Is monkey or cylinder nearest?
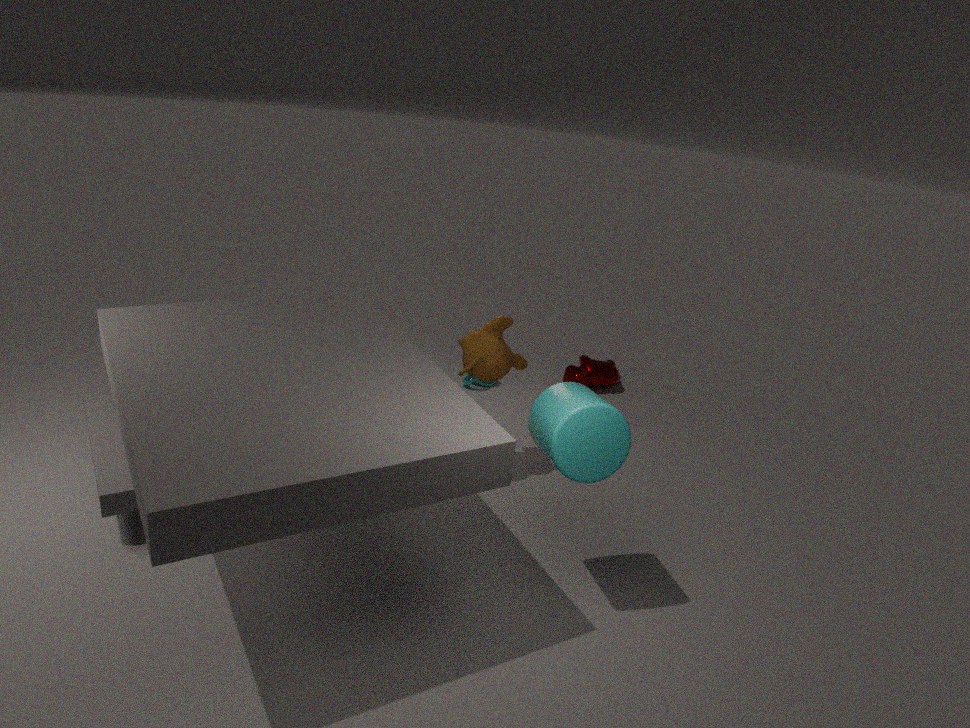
cylinder
